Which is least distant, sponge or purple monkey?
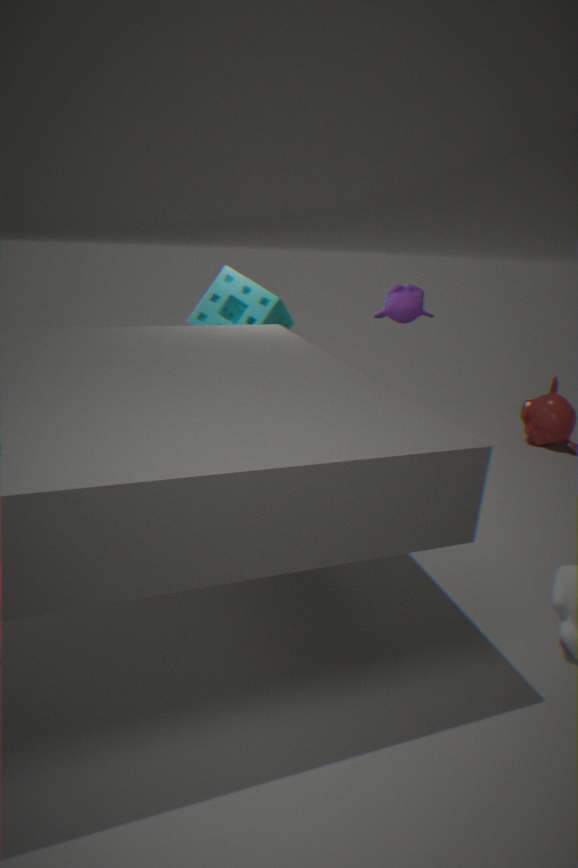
purple monkey
